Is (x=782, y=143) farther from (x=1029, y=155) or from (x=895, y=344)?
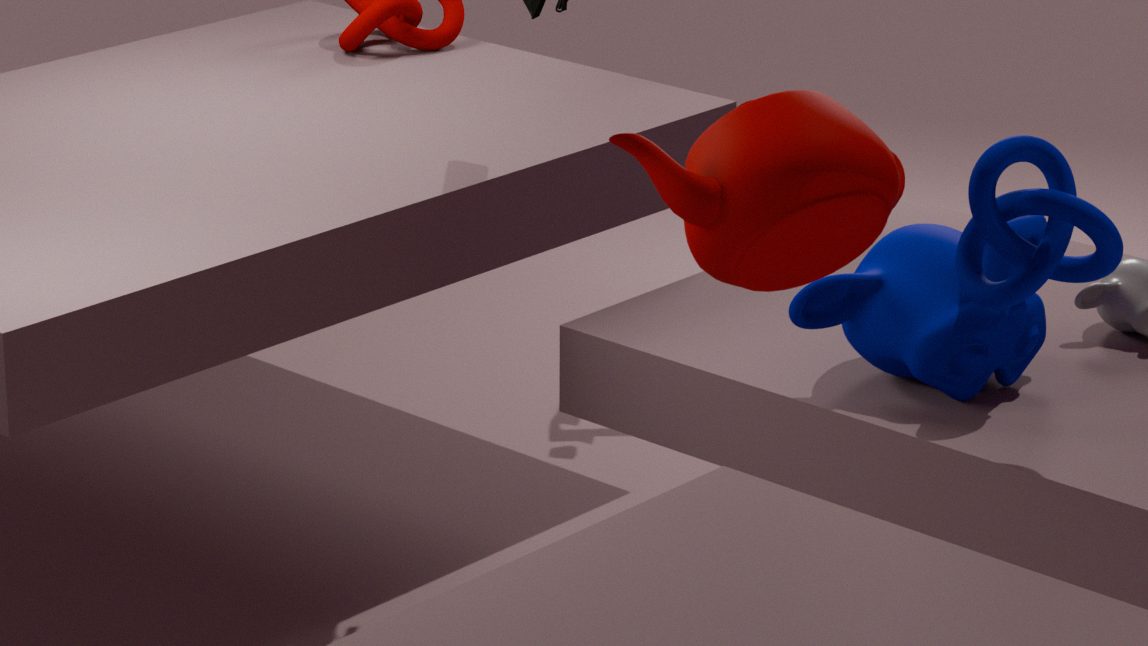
(x=895, y=344)
